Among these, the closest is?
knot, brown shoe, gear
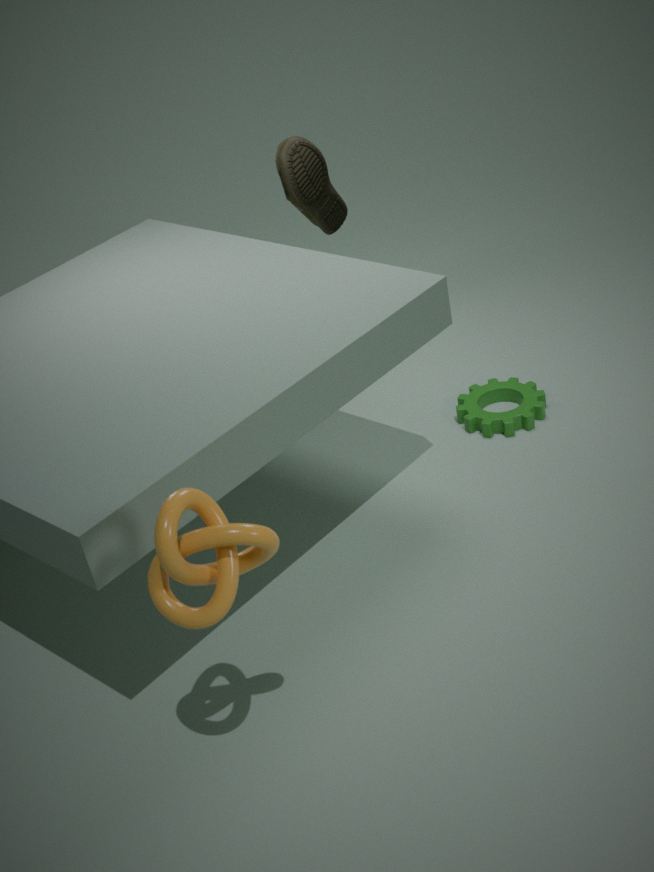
knot
